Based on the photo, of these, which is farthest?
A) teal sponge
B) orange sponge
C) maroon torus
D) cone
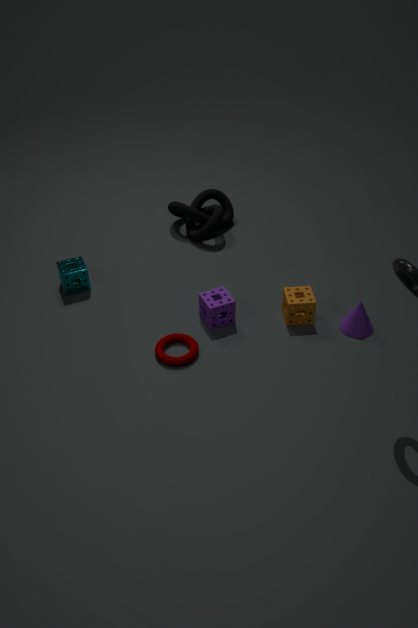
teal sponge
